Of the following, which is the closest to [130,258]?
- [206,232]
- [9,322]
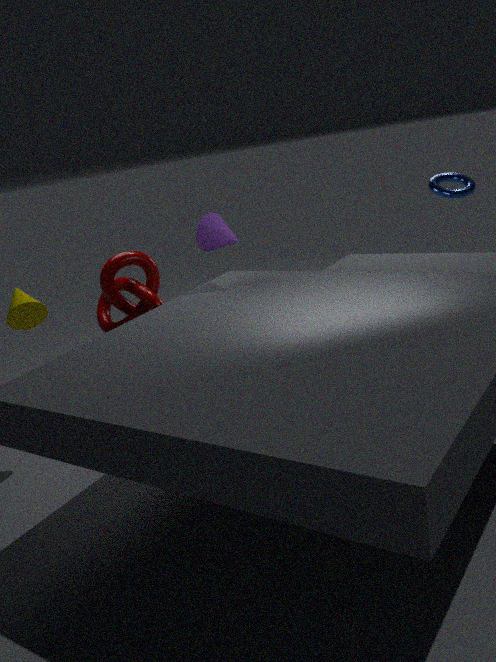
[9,322]
